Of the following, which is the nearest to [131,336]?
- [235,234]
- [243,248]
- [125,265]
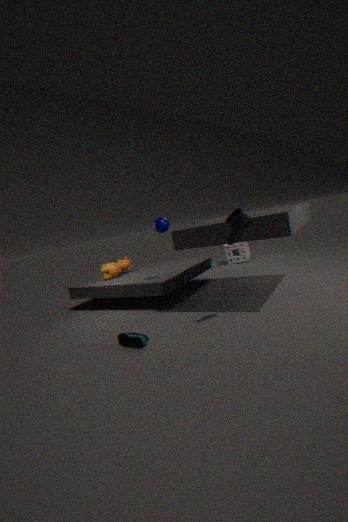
[235,234]
